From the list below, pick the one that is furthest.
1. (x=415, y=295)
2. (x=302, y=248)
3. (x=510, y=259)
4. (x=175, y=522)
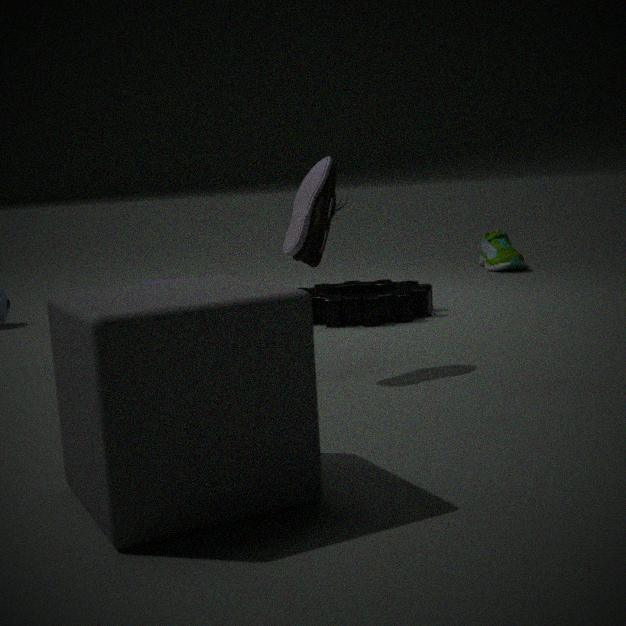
(x=510, y=259)
